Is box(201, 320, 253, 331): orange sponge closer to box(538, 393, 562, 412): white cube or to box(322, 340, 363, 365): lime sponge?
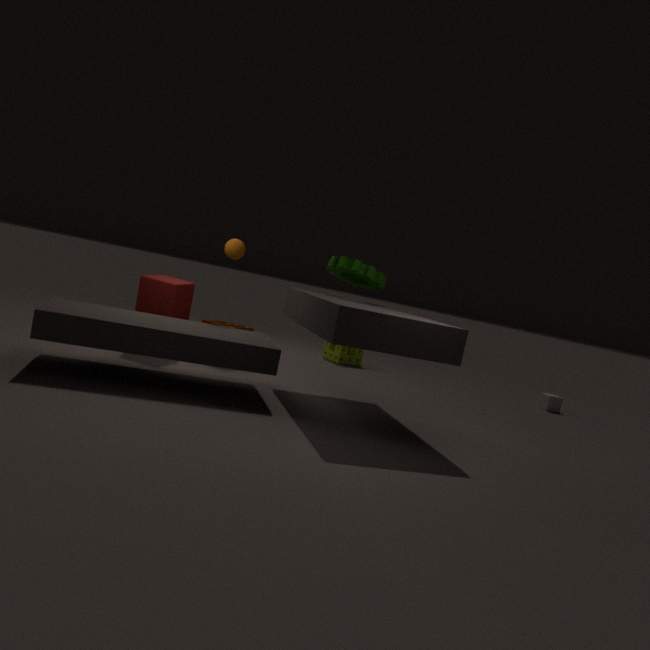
box(322, 340, 363, 365): lime sponge
